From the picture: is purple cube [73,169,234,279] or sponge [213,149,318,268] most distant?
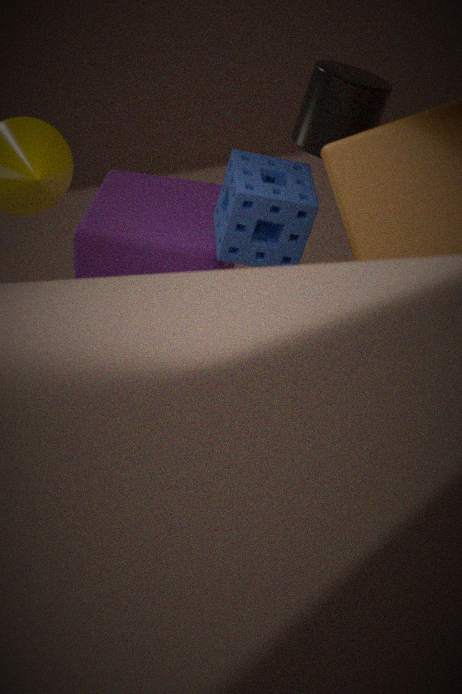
purple cube [73,169,234,279]
